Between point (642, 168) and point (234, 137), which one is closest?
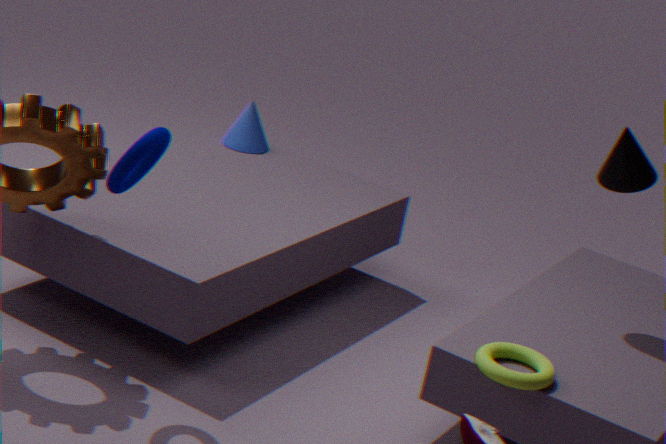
point (642, 168)
